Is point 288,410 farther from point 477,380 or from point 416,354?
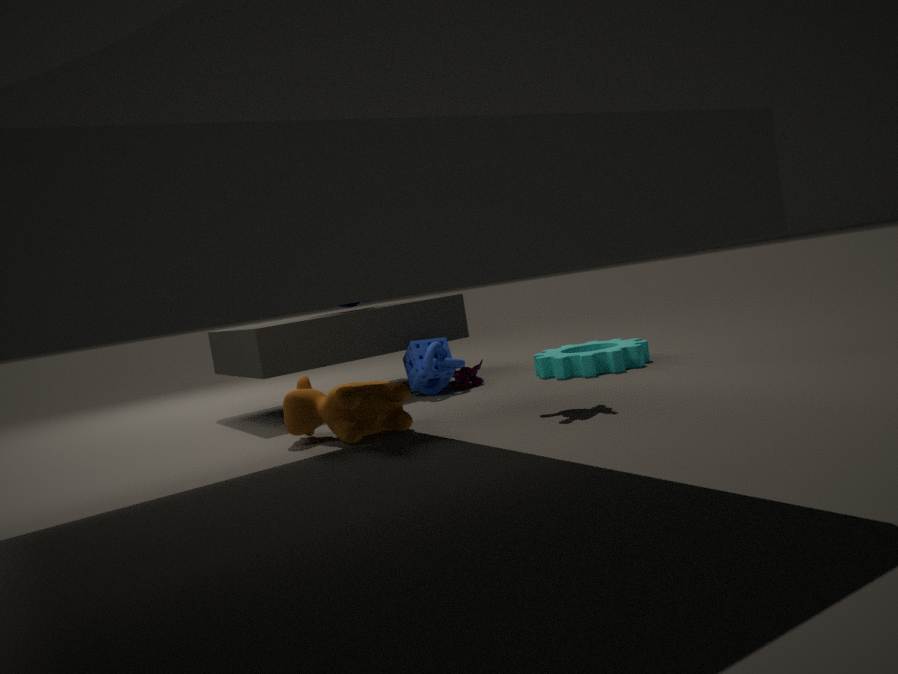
point 477,380
